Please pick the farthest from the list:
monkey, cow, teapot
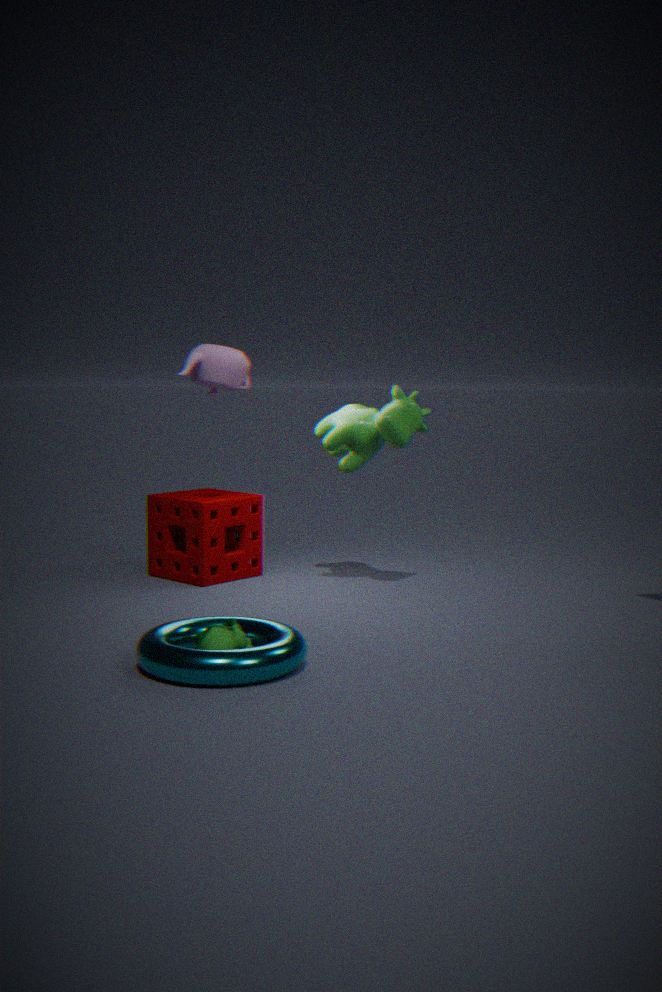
cow
